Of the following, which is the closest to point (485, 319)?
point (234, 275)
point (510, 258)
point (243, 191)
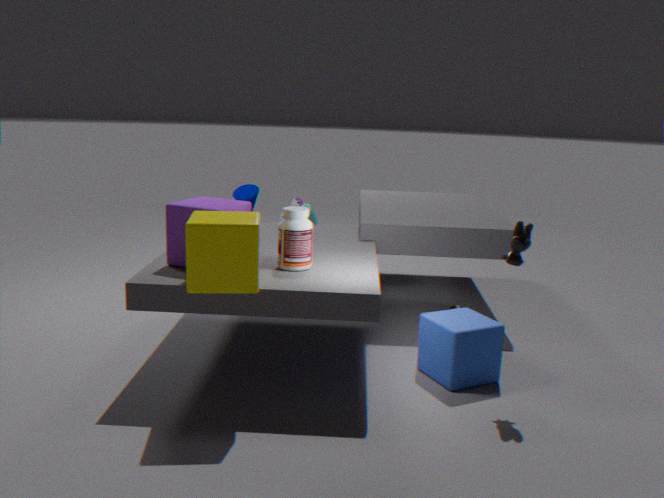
point (510, 258)
